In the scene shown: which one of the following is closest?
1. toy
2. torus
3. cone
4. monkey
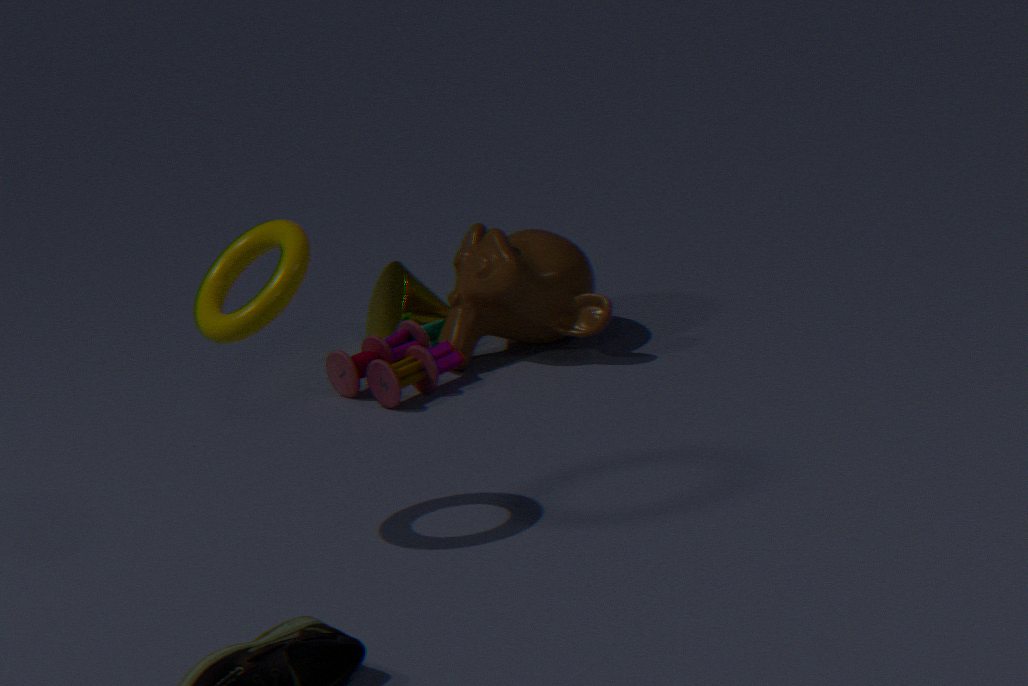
torus
